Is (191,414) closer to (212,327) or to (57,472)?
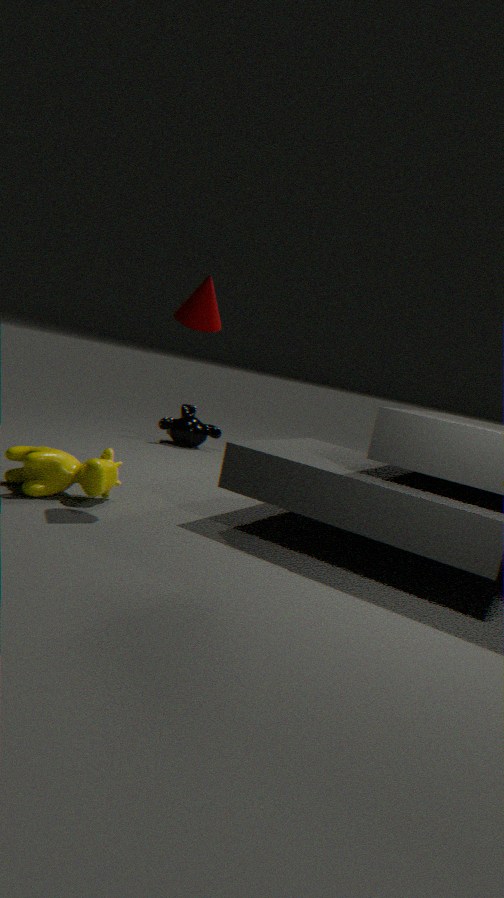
(57,472)
